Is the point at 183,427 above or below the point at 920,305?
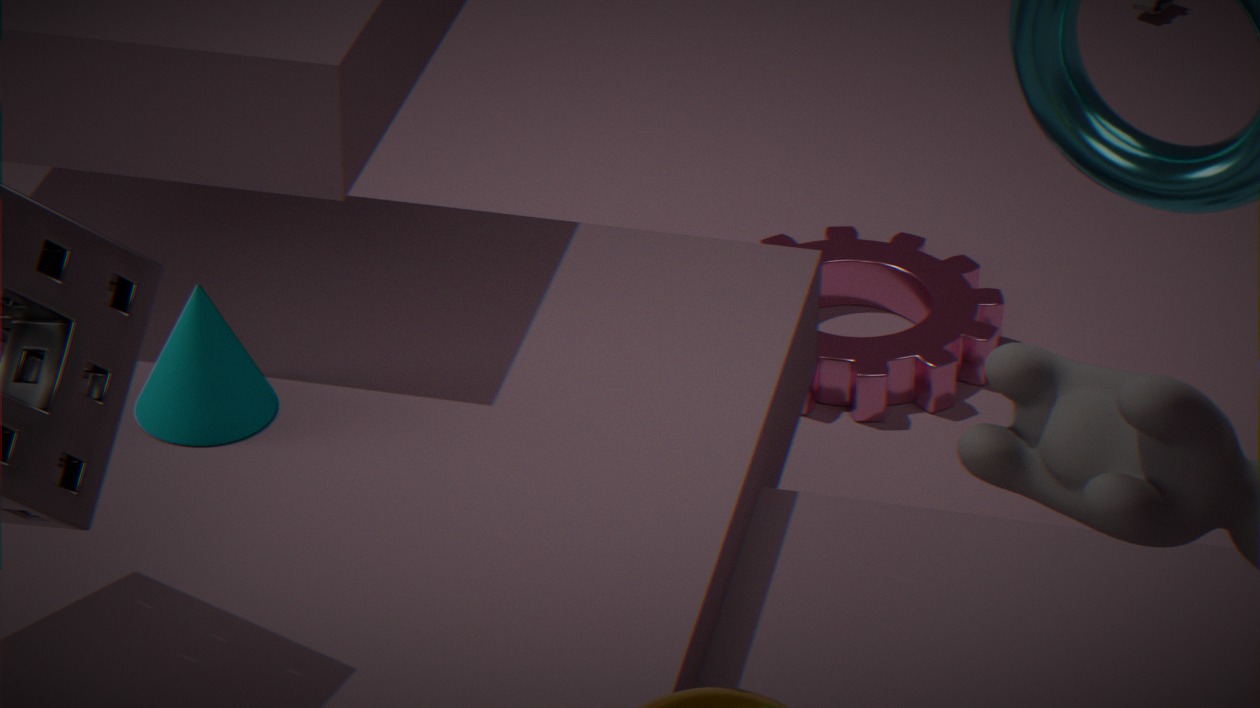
above
